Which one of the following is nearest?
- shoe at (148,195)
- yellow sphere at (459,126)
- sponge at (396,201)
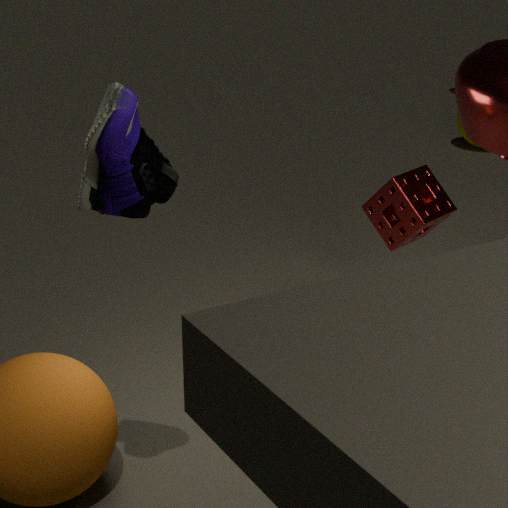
shoe at (148,195)
